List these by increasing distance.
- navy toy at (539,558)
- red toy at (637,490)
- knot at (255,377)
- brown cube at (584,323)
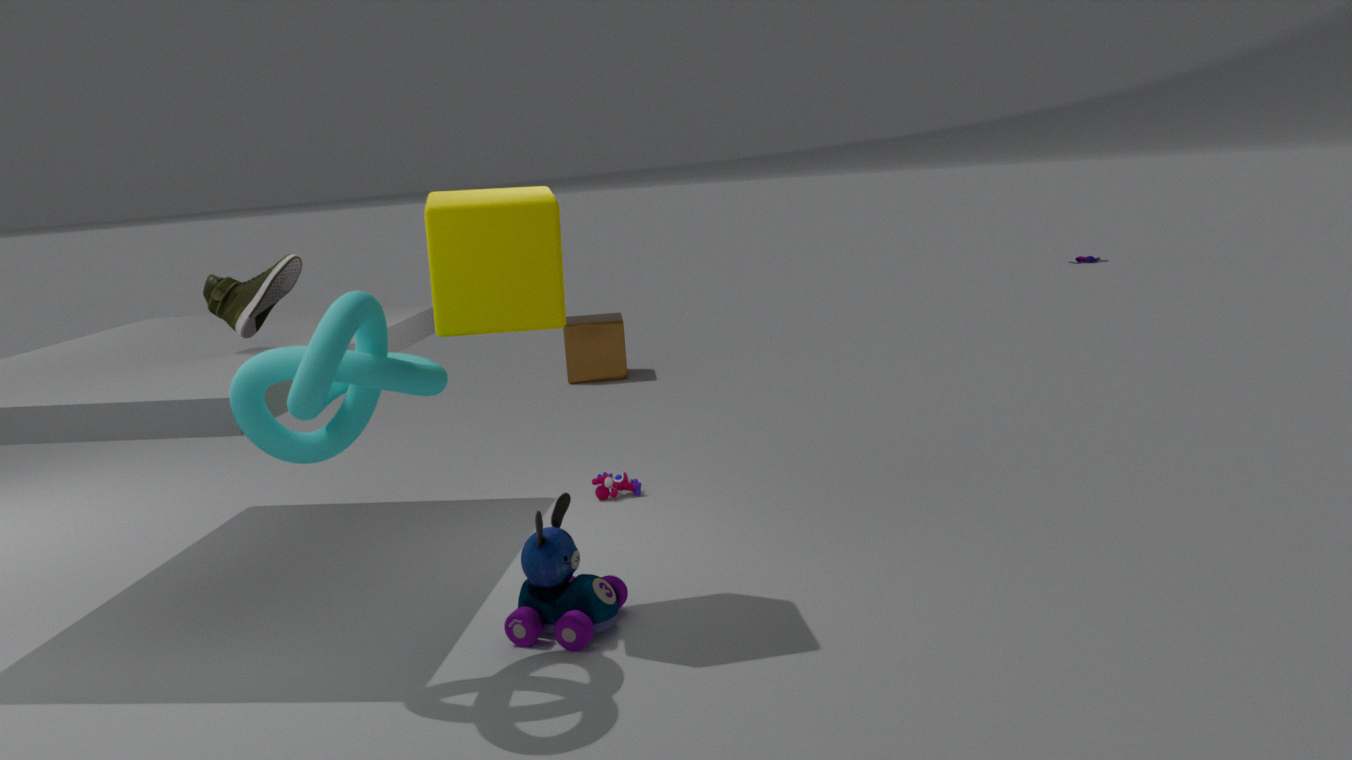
knot at (255,377) → navy toy at (539,558) → red toy at (637,490) → brown cube at (584,323)
